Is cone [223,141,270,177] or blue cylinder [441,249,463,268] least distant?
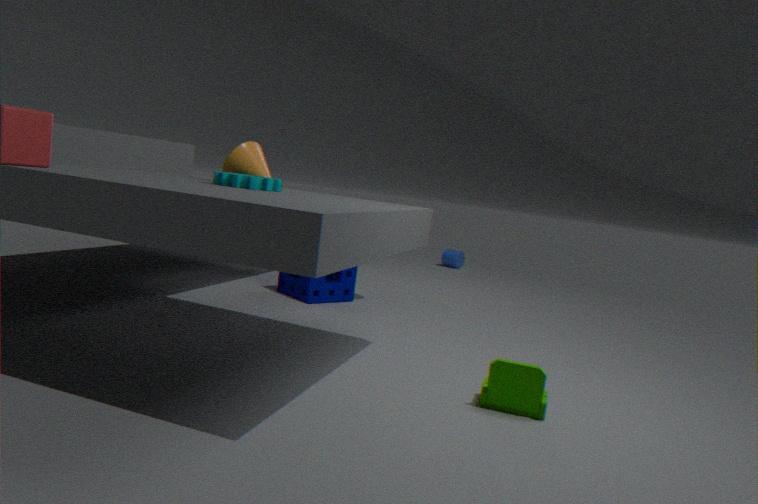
cone [223,141,270,177]
